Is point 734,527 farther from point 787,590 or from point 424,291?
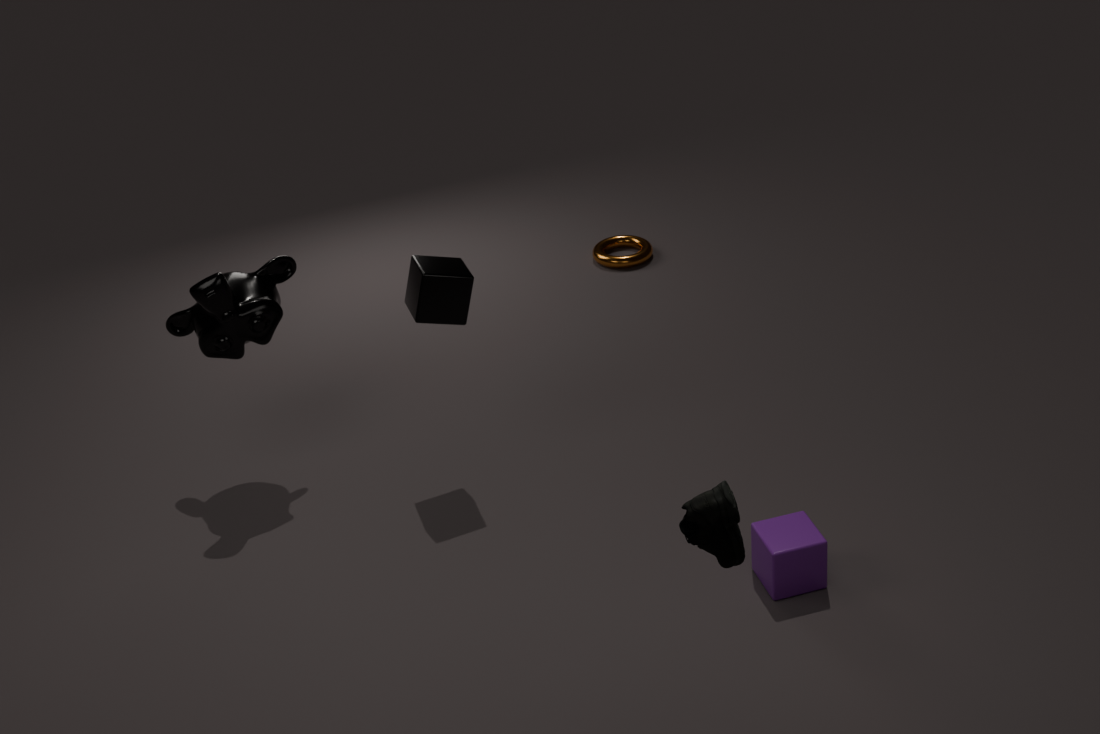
point 424,291
